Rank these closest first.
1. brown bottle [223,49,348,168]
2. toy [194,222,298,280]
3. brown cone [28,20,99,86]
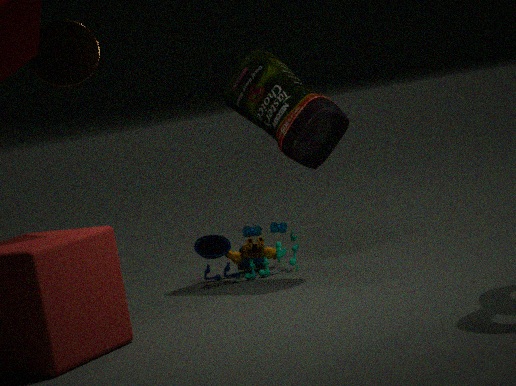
brown cone [28,20,99,86]
brown bottle [223,49,348,168]
toy [194,222,298,280]
